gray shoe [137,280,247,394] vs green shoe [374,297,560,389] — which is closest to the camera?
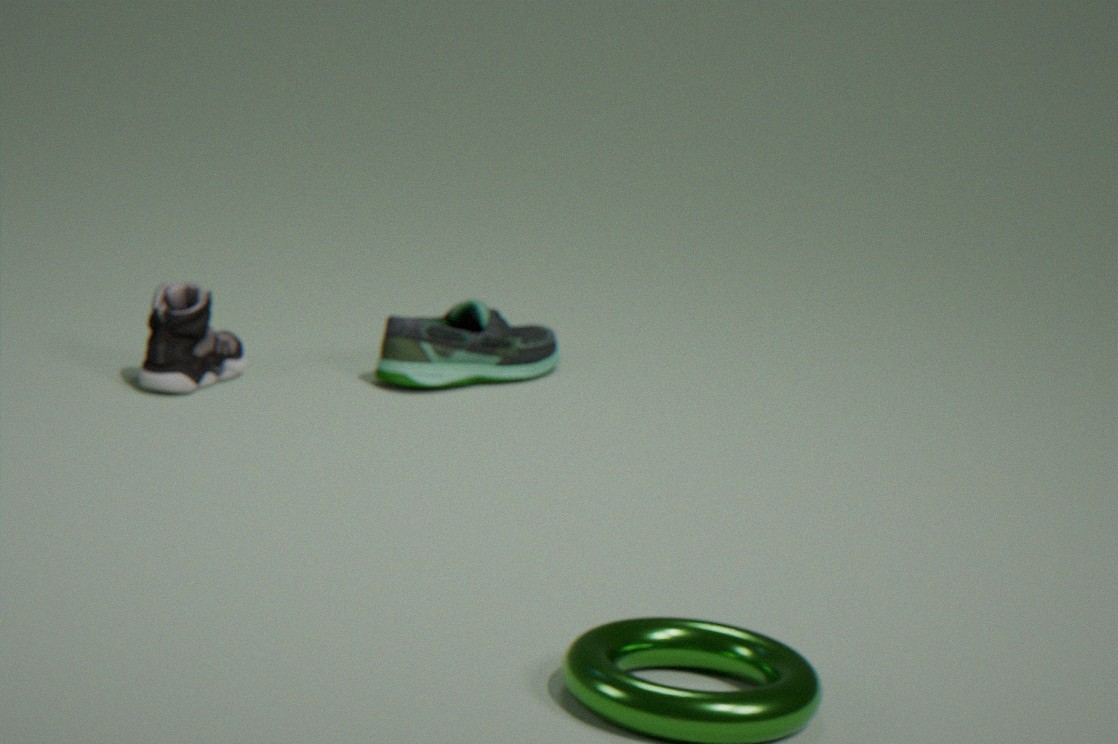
gray shoe [137,280,247,394]
